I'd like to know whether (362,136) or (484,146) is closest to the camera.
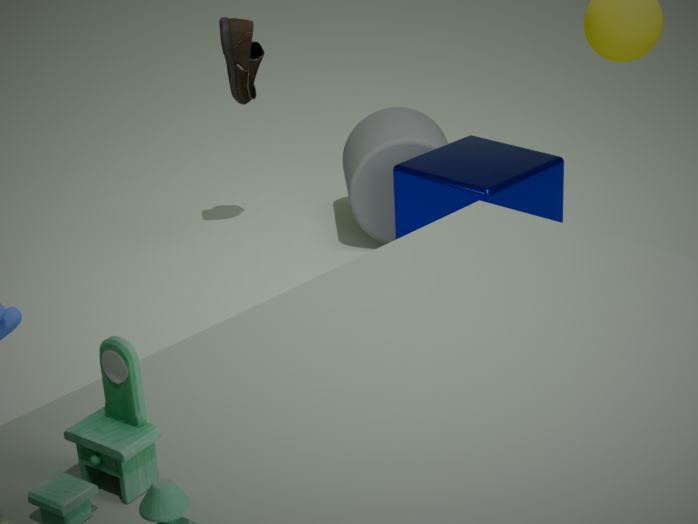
(484,146)
